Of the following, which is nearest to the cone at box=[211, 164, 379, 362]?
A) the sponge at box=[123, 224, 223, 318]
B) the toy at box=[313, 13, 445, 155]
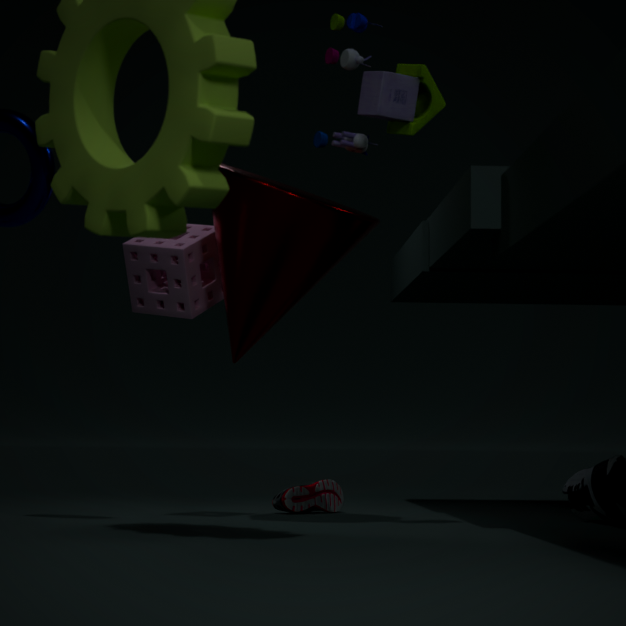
the sponge at box=[123, 224, 223, 318]
